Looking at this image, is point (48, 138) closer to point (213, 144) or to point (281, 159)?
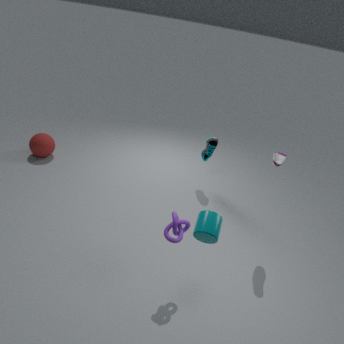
point (213, 144)
